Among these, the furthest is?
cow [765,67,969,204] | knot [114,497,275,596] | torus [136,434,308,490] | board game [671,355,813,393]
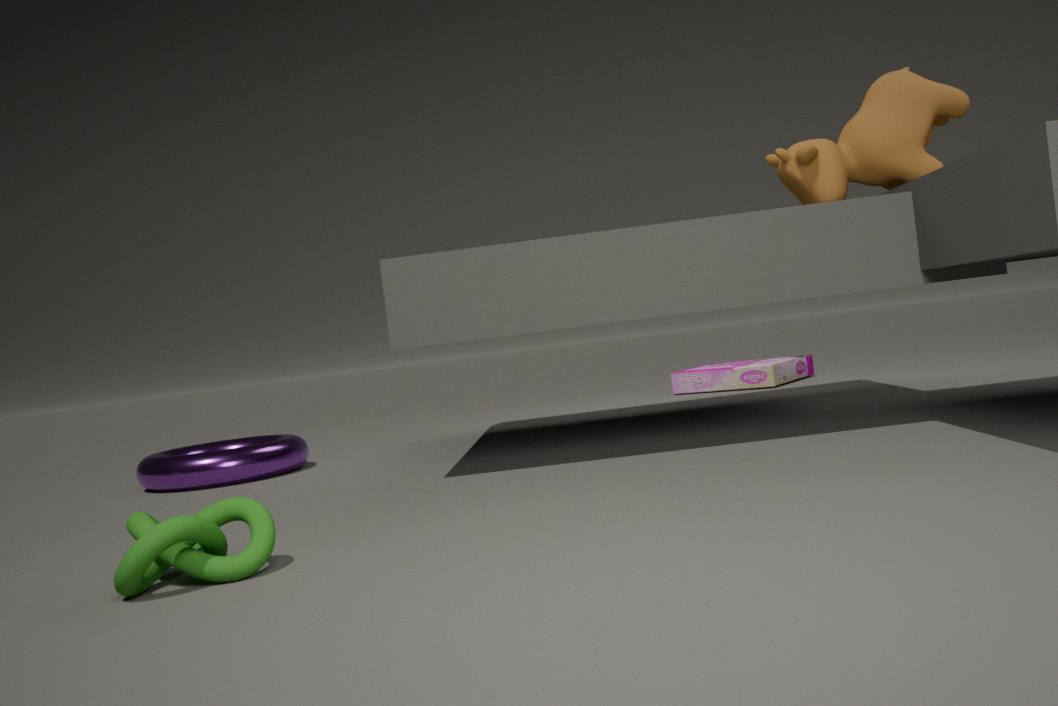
board game [671,355,813,393]
